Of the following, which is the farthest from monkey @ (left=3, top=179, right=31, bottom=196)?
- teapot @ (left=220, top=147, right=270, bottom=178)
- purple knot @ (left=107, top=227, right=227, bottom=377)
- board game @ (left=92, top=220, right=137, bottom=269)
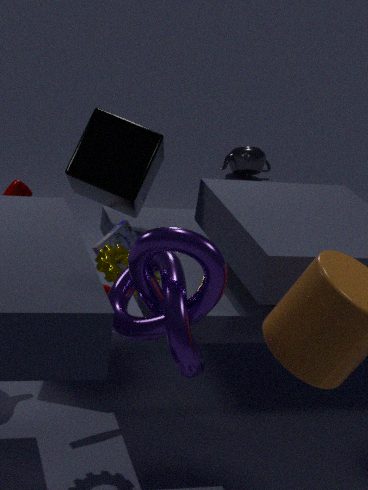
teapot @ (left=220, top=147, right=270, bottom=178)
